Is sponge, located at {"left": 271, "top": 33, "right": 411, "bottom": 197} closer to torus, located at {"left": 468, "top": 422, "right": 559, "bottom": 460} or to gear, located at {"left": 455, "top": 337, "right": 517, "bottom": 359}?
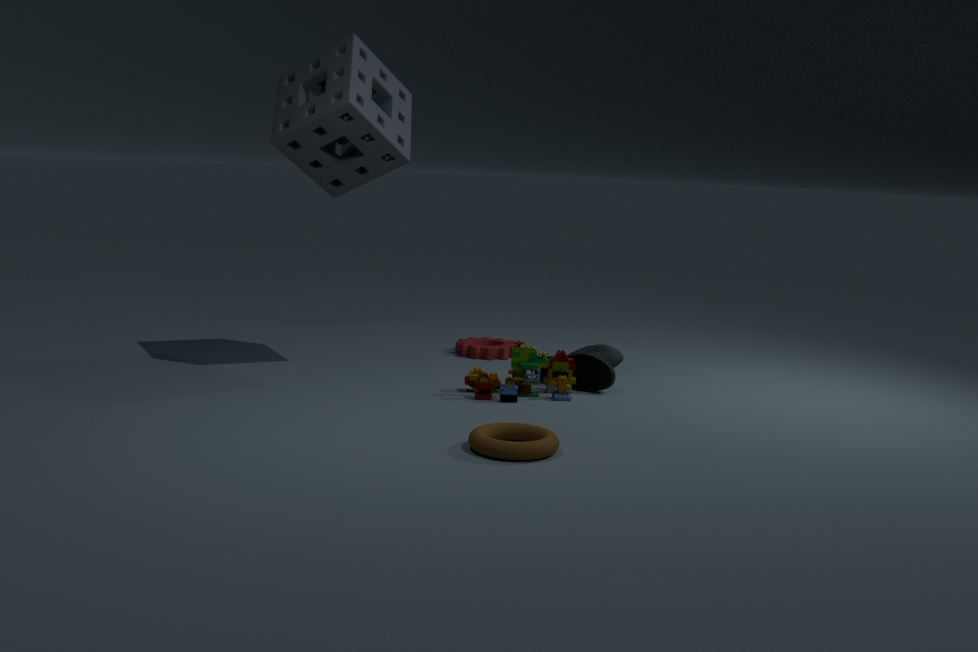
gear, located at {"left": 455, "top": 337, "right": 517, "bottom": 359}
